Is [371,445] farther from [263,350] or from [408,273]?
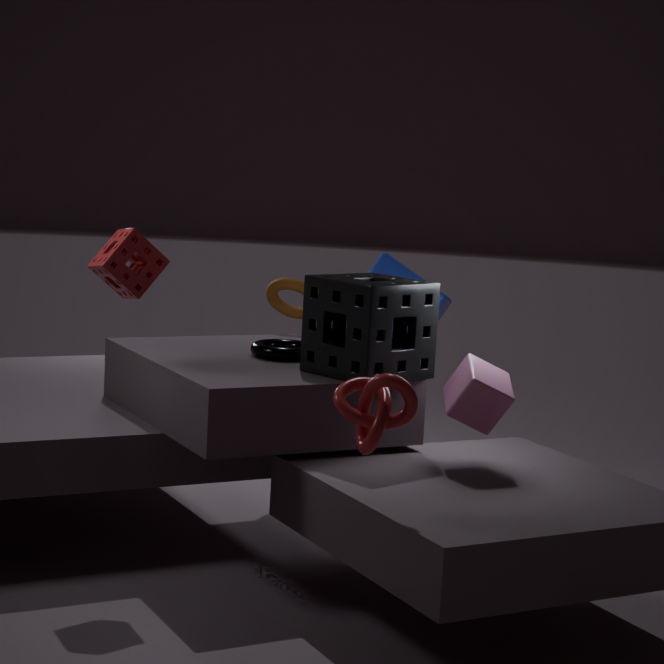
[408,273]
